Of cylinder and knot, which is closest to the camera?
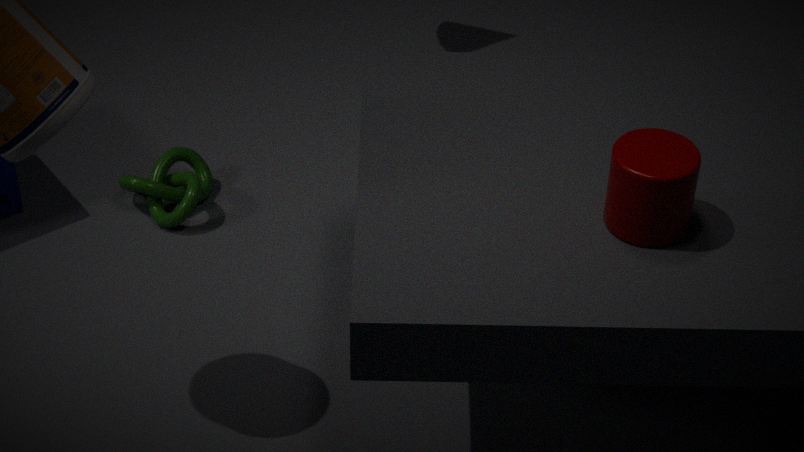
cylinder
